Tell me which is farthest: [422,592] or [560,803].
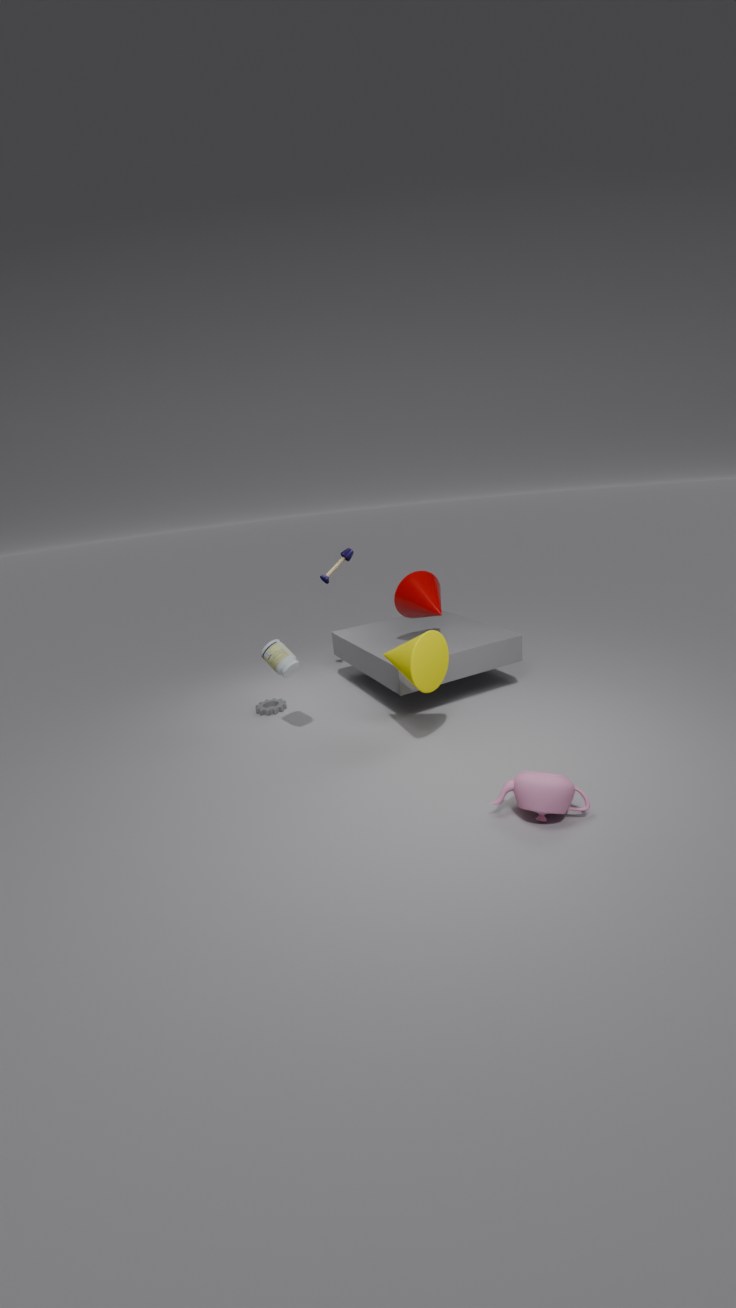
[422,592]
